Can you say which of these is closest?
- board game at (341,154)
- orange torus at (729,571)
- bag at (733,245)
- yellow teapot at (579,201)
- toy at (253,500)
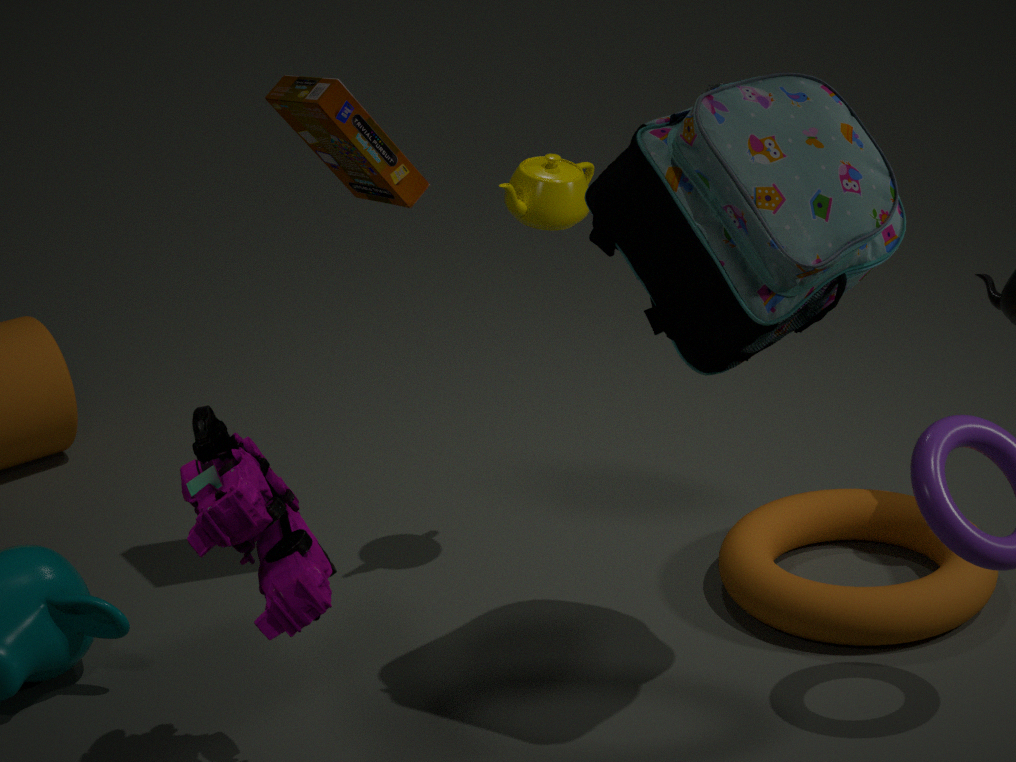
toy at (253,500)
